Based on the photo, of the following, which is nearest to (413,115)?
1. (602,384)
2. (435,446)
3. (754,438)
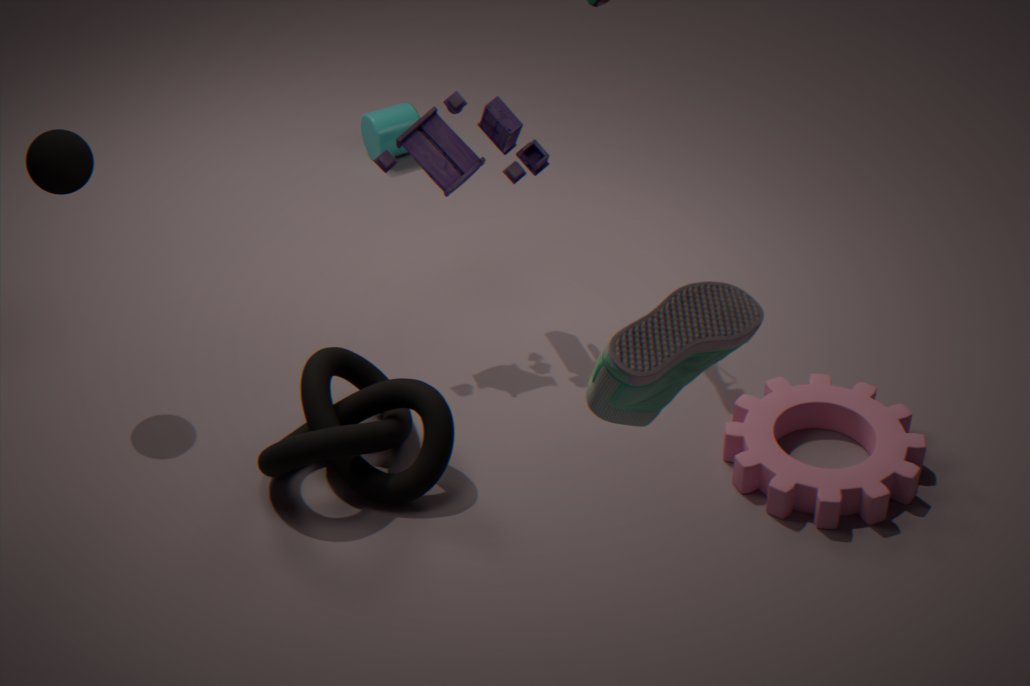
(435,446)
